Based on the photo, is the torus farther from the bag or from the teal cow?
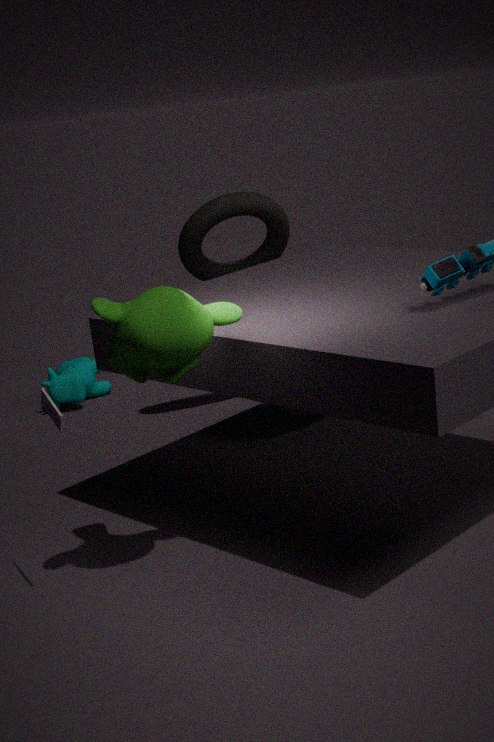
the teal cow
